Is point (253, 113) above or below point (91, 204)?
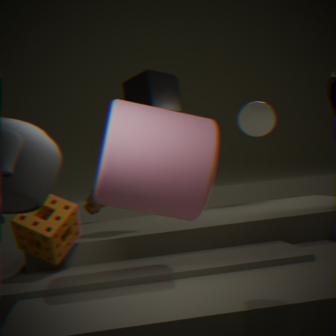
above
